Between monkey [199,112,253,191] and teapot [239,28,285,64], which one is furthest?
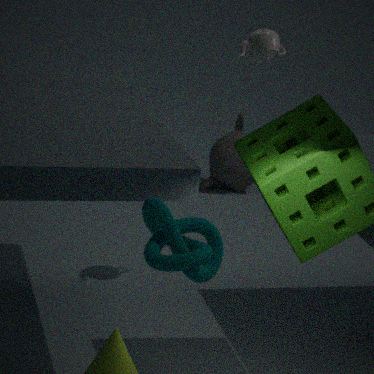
monkey [199,112,253,191]
